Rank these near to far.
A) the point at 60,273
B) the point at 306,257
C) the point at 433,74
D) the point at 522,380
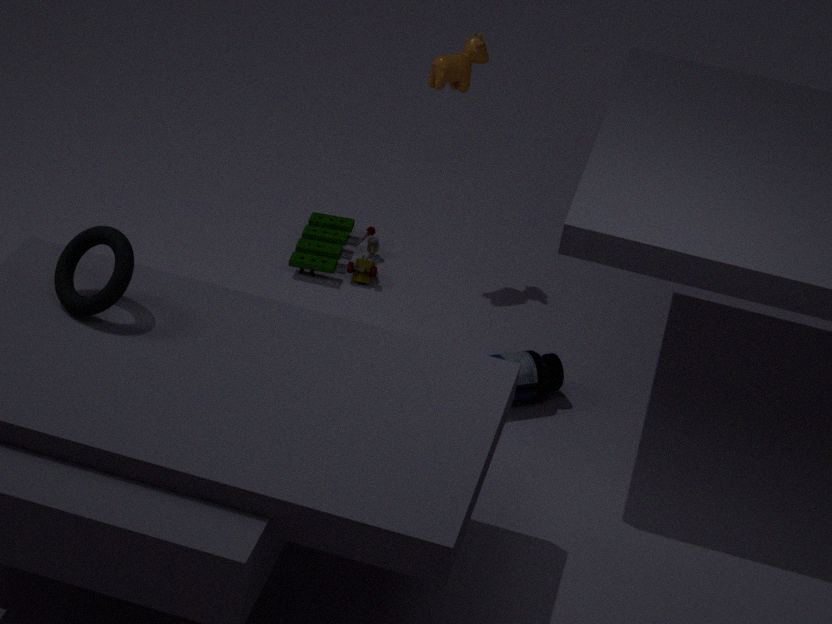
the point at 60,273, the point at 522,380, the point at 433,74, the point at 306,257
